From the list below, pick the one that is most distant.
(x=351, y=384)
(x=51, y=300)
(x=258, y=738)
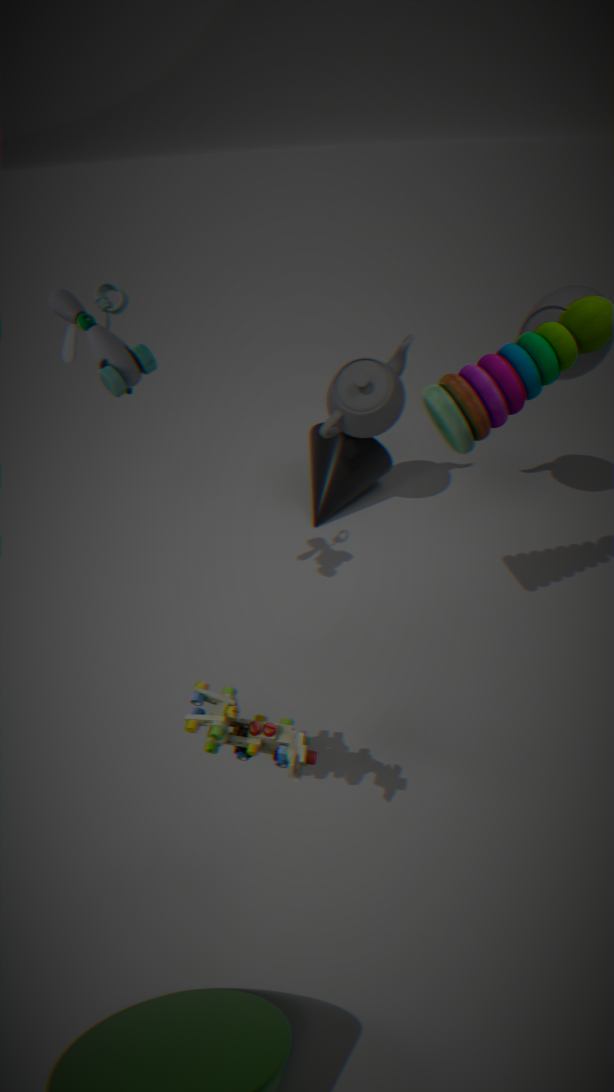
(x=351, y=384)
